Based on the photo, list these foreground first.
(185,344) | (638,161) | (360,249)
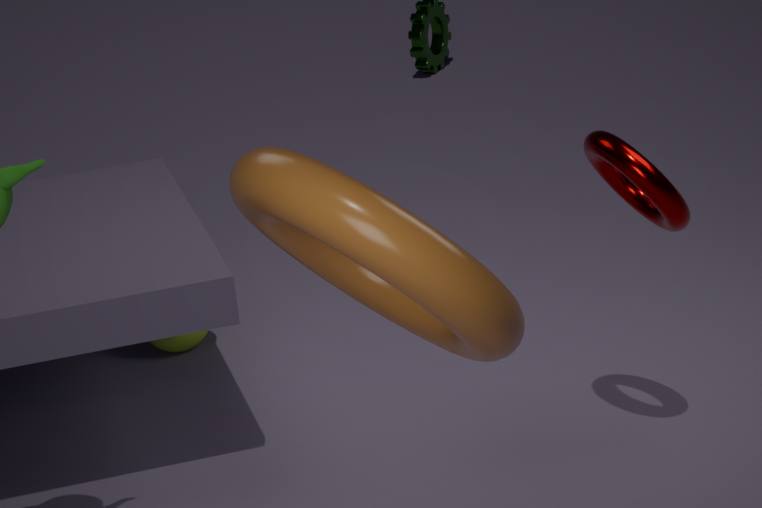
(360,249) < (638,161) < (185,344)
